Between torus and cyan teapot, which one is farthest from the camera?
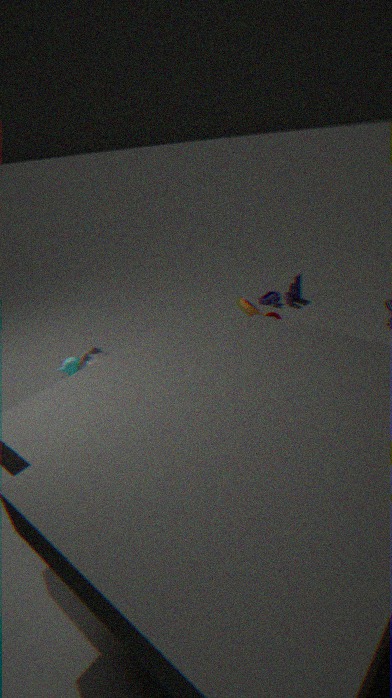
cyan teapot
